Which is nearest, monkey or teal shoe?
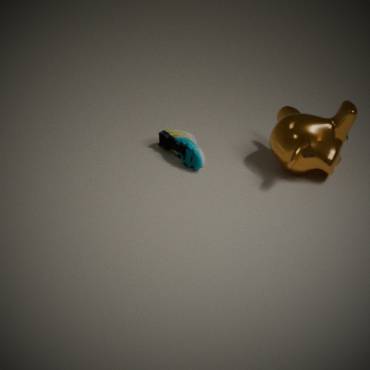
monkey
